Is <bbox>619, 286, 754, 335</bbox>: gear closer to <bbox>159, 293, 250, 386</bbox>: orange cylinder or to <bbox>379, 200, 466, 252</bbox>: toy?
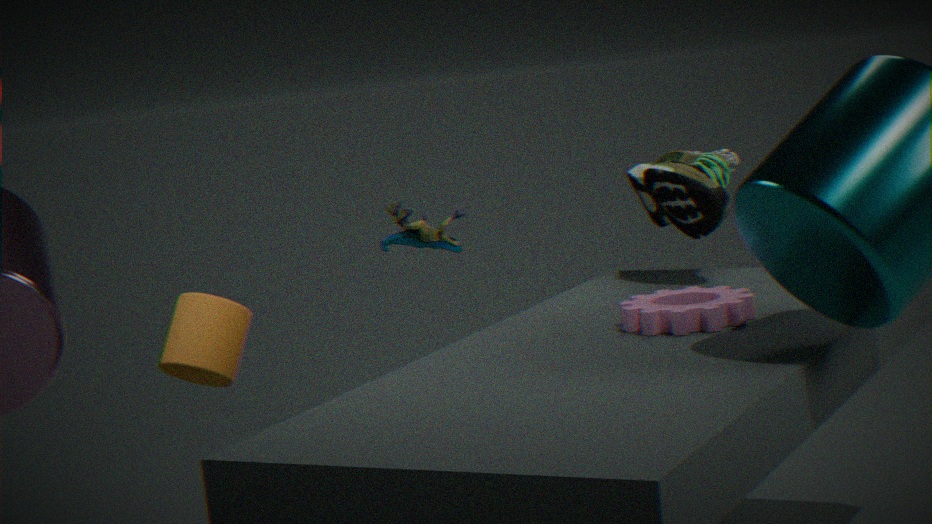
<bbox>379, 200, 466, 252</bbox>: toy
